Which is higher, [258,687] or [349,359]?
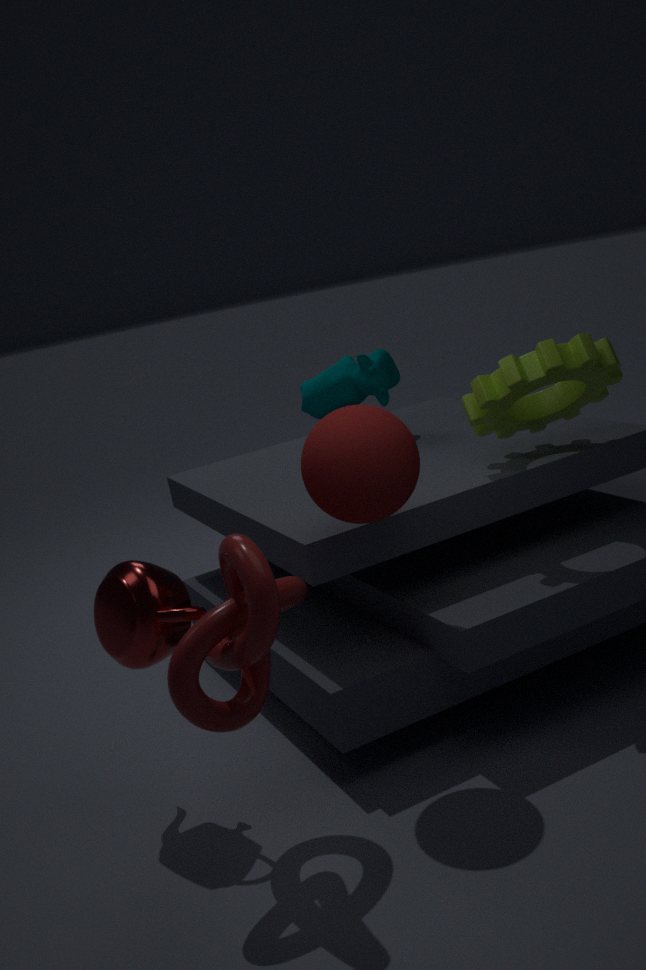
[349,359]
